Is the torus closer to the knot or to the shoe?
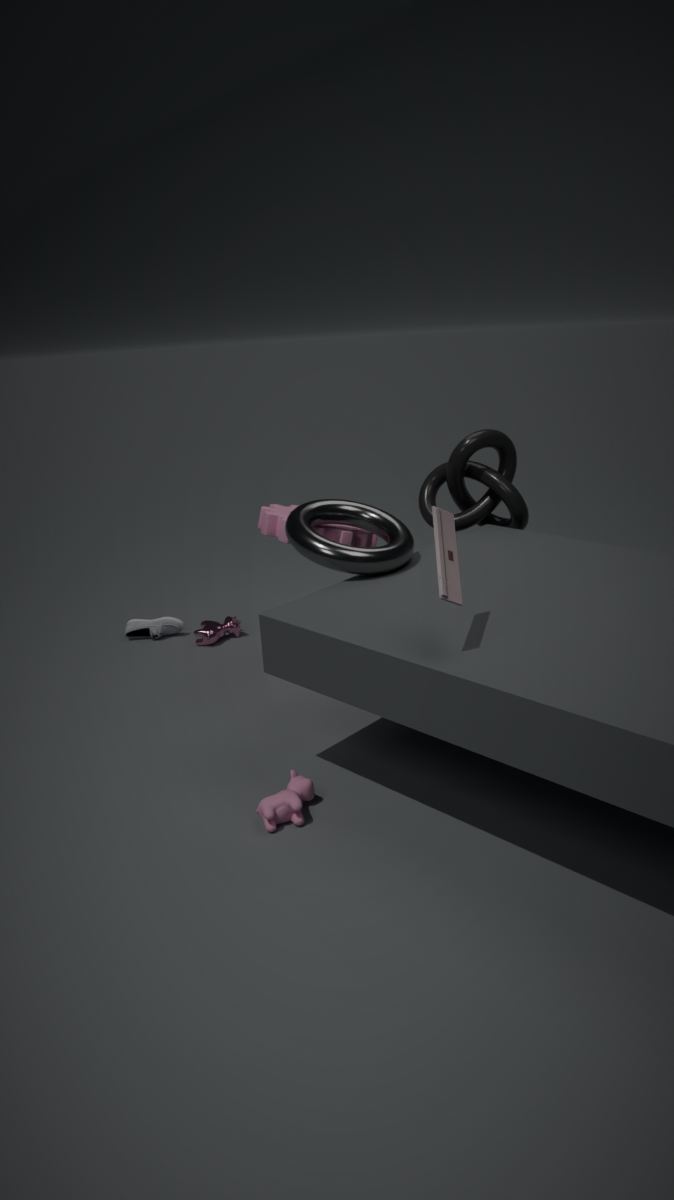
the knot
